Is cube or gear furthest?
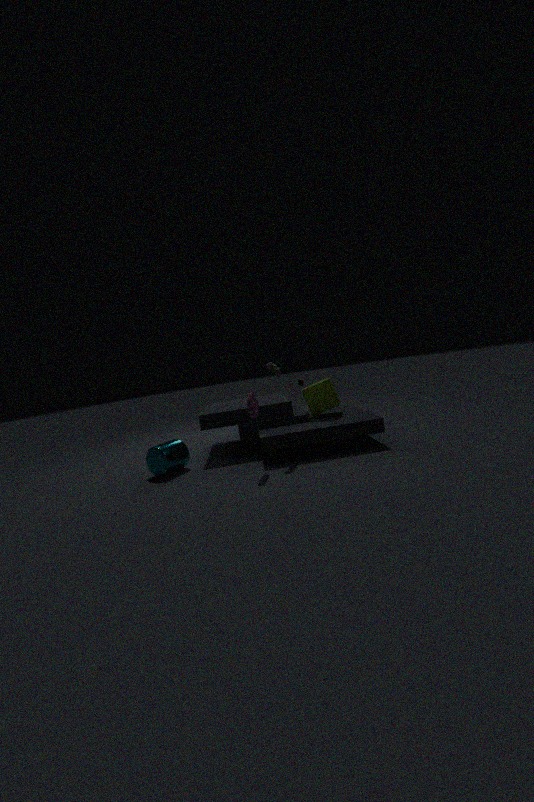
cube
